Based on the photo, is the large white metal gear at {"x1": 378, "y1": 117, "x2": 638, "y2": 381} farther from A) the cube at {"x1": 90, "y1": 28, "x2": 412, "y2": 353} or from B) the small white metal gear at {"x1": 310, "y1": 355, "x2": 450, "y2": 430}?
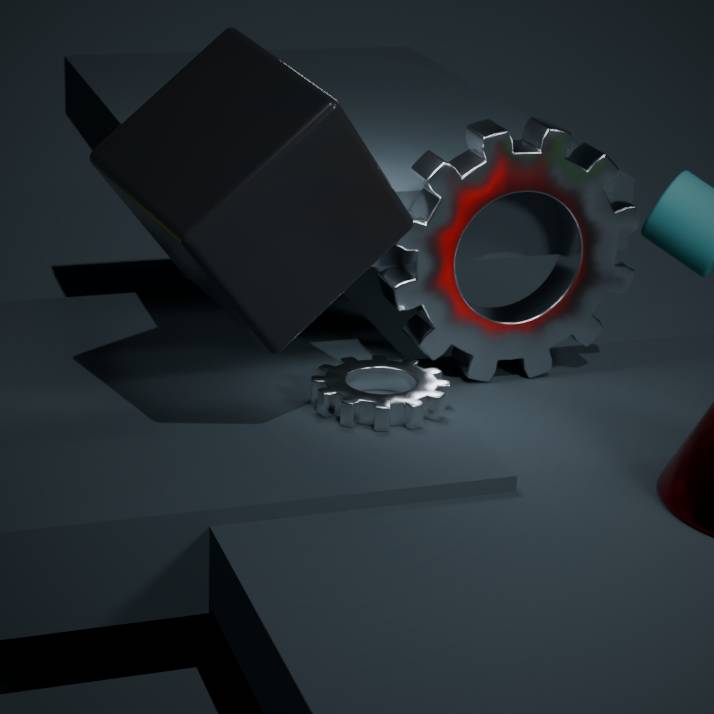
A) the cube at {"x1": 90, "y1": 28, "x2": 412, "y2": 353}
